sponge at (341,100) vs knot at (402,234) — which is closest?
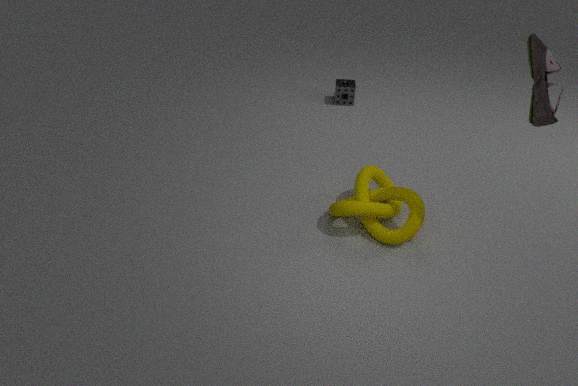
knot at (402,234)
